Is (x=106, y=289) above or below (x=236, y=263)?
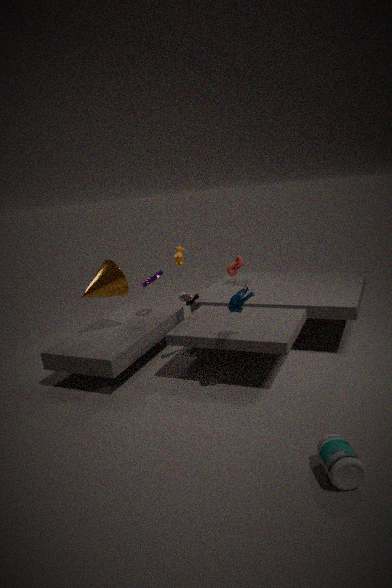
above
